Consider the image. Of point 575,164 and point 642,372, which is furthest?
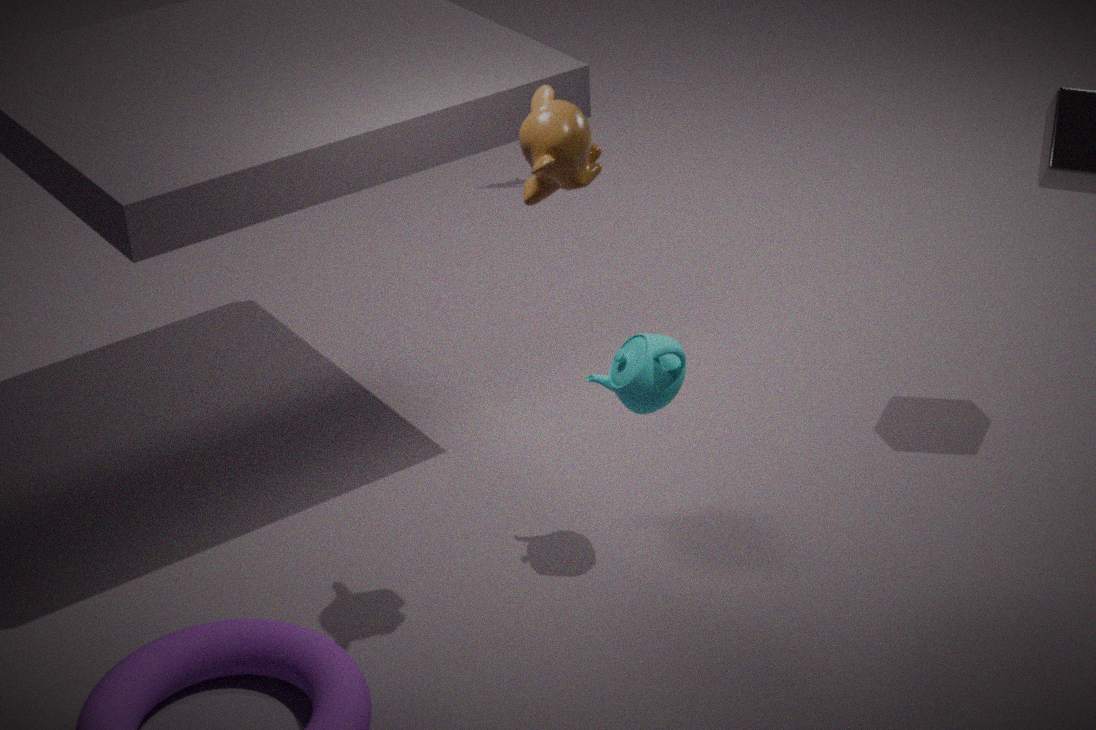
point 642,372
